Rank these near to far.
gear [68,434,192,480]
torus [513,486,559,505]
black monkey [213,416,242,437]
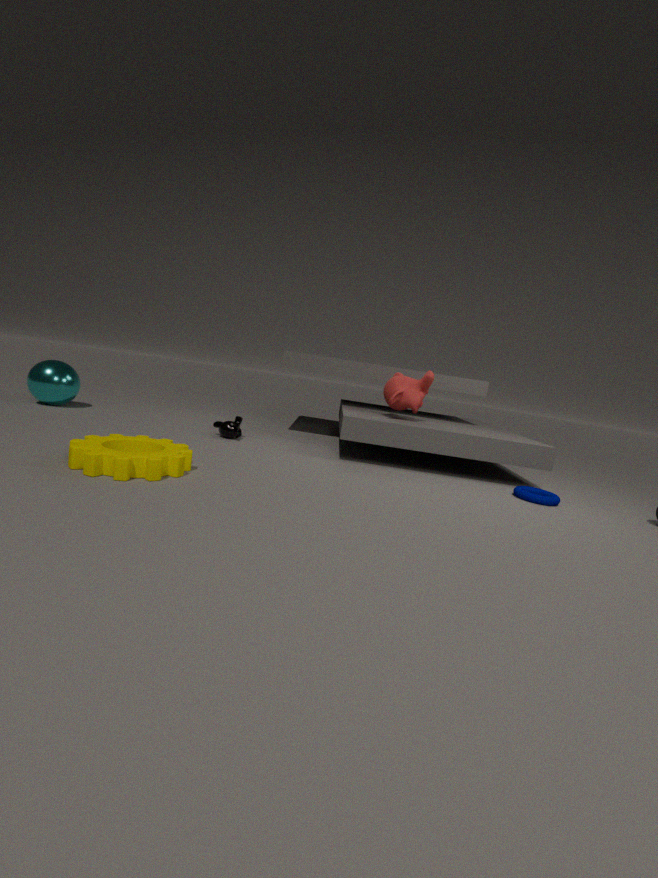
gear [68,434,192,480]
torus [513,486,559,505]
black monkey [213,416,242,437]
